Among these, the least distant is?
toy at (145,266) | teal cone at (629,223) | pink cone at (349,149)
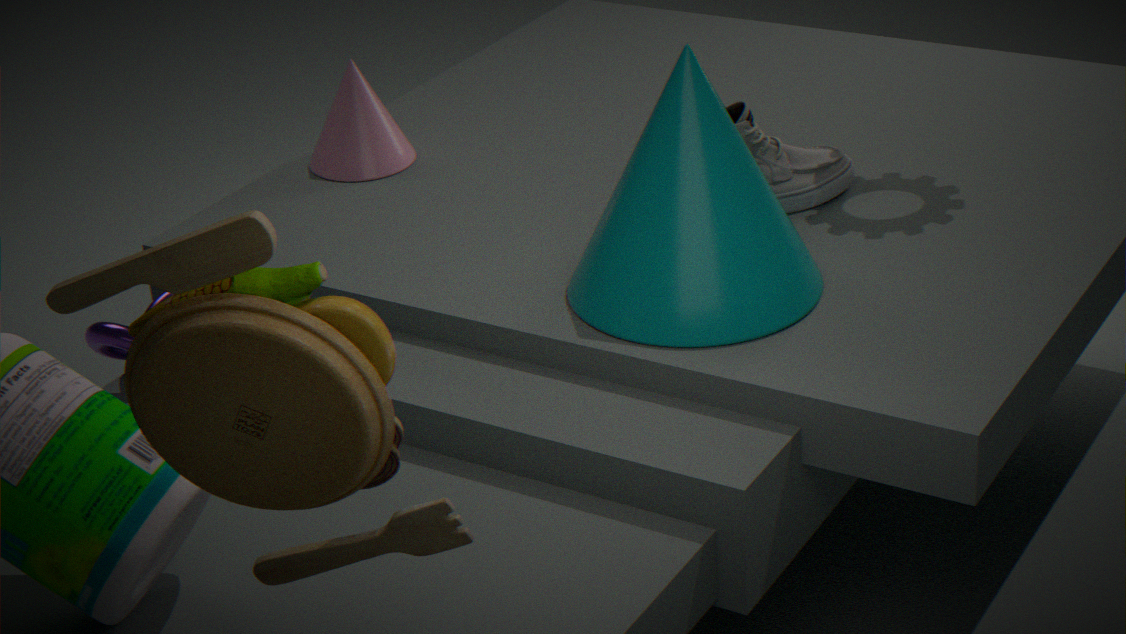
toy at (145,266)
